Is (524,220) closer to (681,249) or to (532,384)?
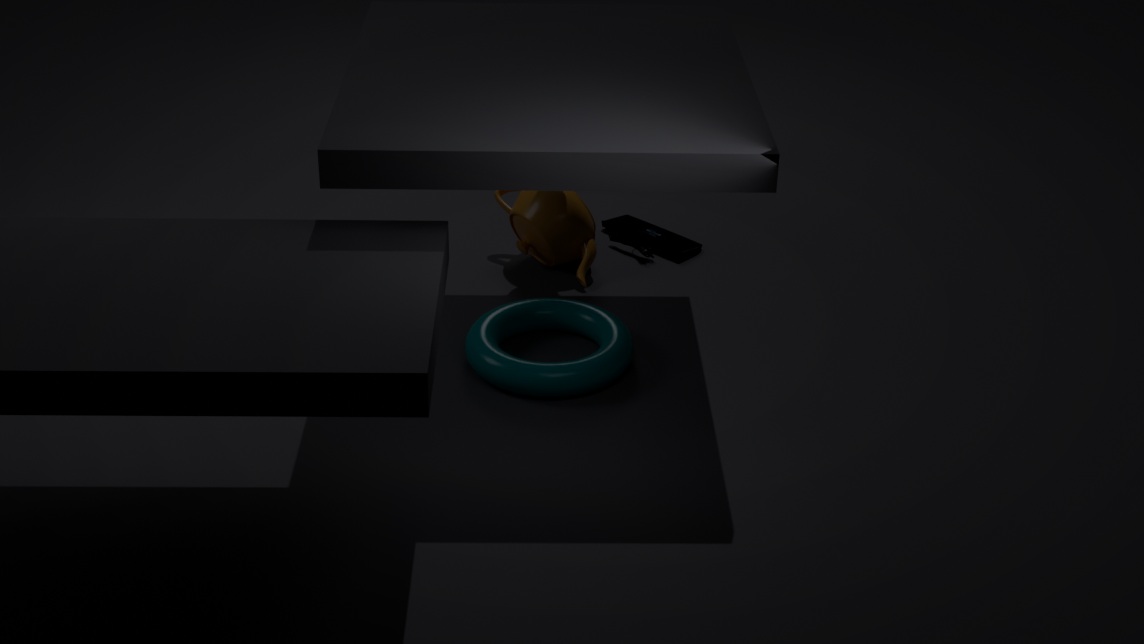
(681,249)
